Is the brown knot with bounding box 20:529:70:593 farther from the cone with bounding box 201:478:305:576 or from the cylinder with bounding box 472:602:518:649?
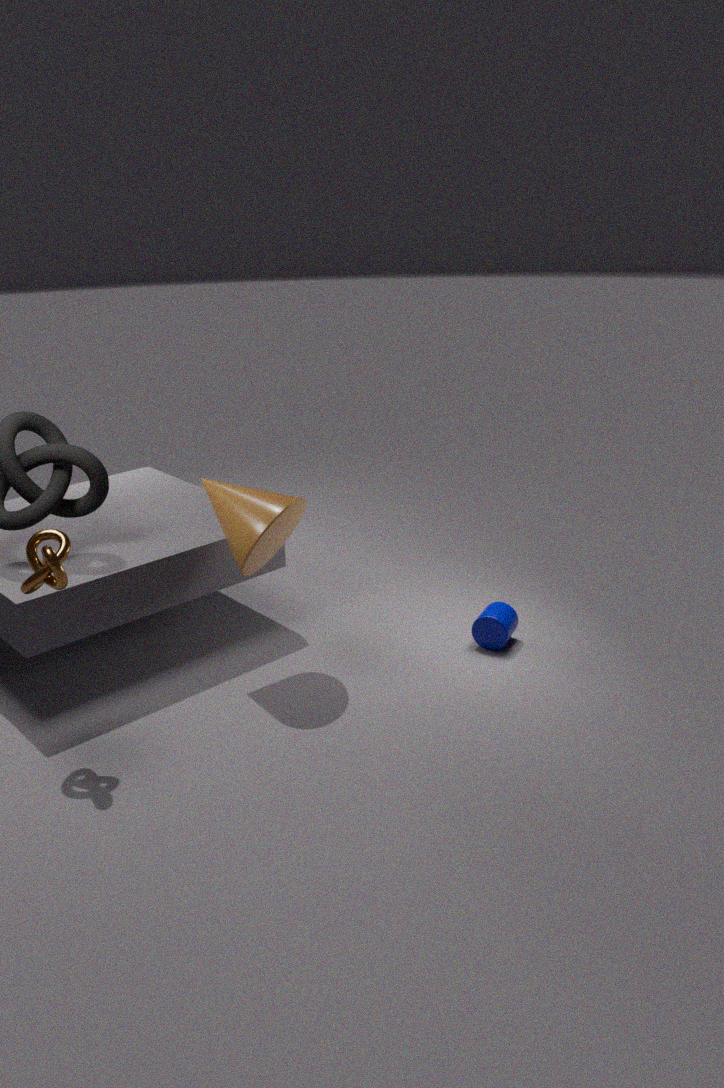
the cylinder with bounding box 472:602:518:649
